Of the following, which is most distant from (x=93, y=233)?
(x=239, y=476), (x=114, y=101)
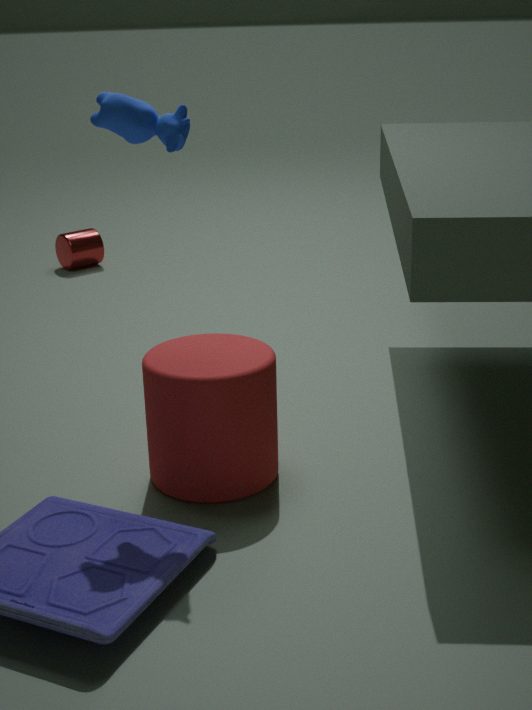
(x=114, y=101)
